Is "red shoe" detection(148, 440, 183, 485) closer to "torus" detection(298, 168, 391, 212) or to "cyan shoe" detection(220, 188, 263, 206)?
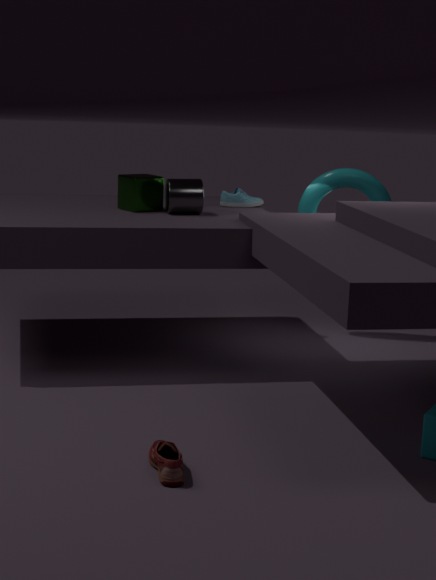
"cyan shoe" detection(220, 188, 263, 206)
